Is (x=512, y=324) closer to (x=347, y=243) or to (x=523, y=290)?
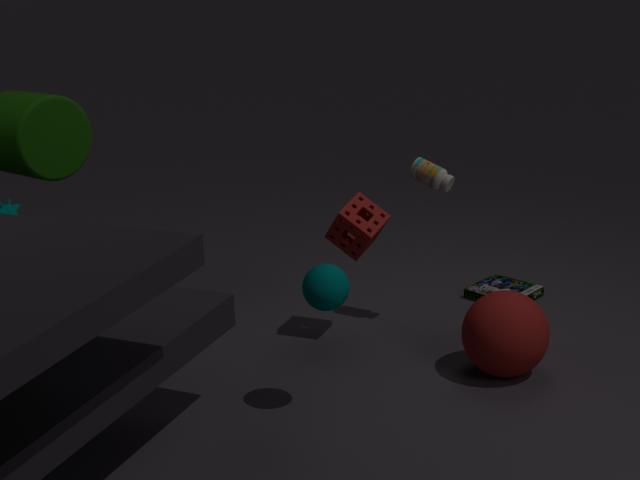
(x=347, y=243)
